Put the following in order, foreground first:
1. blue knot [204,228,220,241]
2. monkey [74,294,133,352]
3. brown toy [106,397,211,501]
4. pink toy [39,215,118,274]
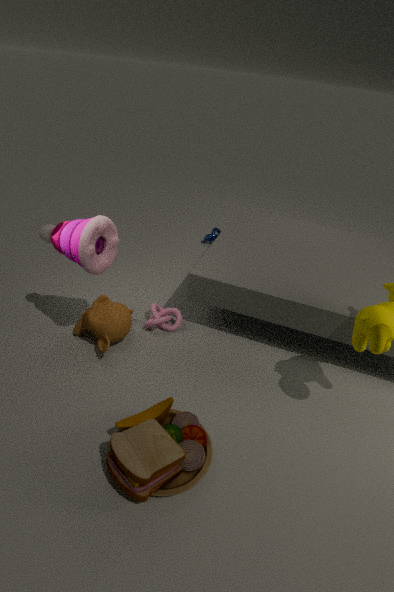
brown toy [106,397,211,501], pink toy [39,215,118,274], monkey [74,294,133,352], blue knot [204,228,220,241]
